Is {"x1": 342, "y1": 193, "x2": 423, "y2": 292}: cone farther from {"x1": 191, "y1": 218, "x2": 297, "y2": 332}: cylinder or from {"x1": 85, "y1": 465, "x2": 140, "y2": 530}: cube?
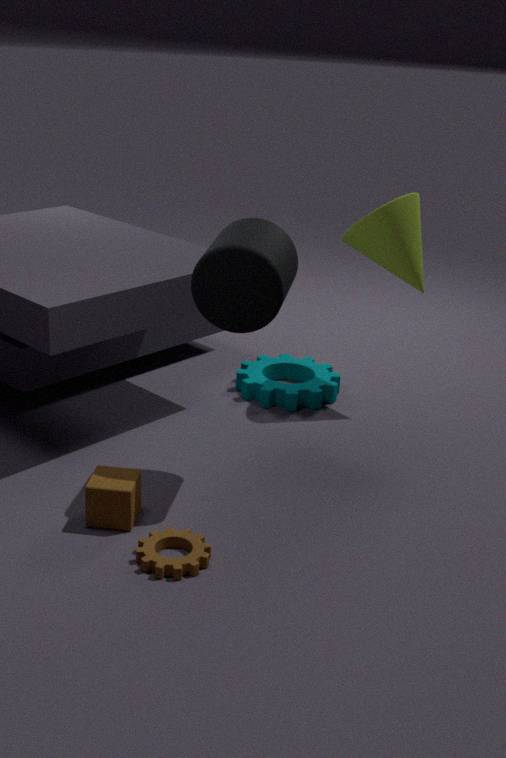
{"x1": 85, "y1": 465, "x2": 140, "y2": 530}: cube
